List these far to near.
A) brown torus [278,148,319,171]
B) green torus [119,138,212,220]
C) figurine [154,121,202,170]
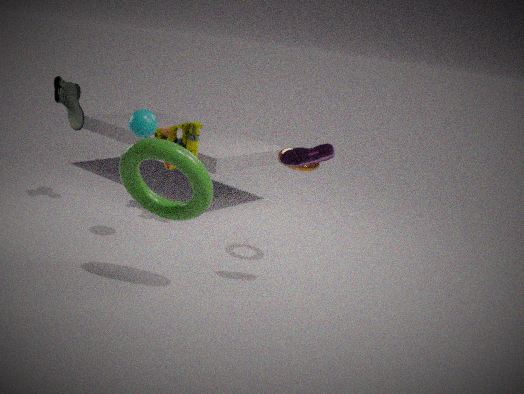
1. figurine [154,121,202,170]
2. brown torus [278,148,319,171]
3. green torus [119,138,212,220]
